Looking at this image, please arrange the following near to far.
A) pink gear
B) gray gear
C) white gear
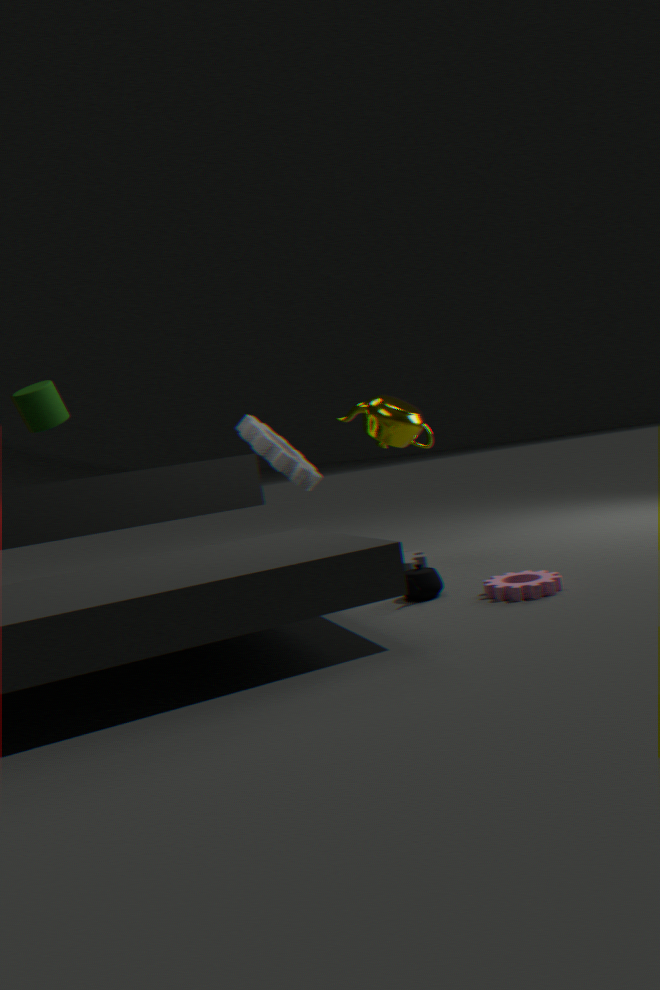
A. pink gear < B. gray gear < C. white gear
